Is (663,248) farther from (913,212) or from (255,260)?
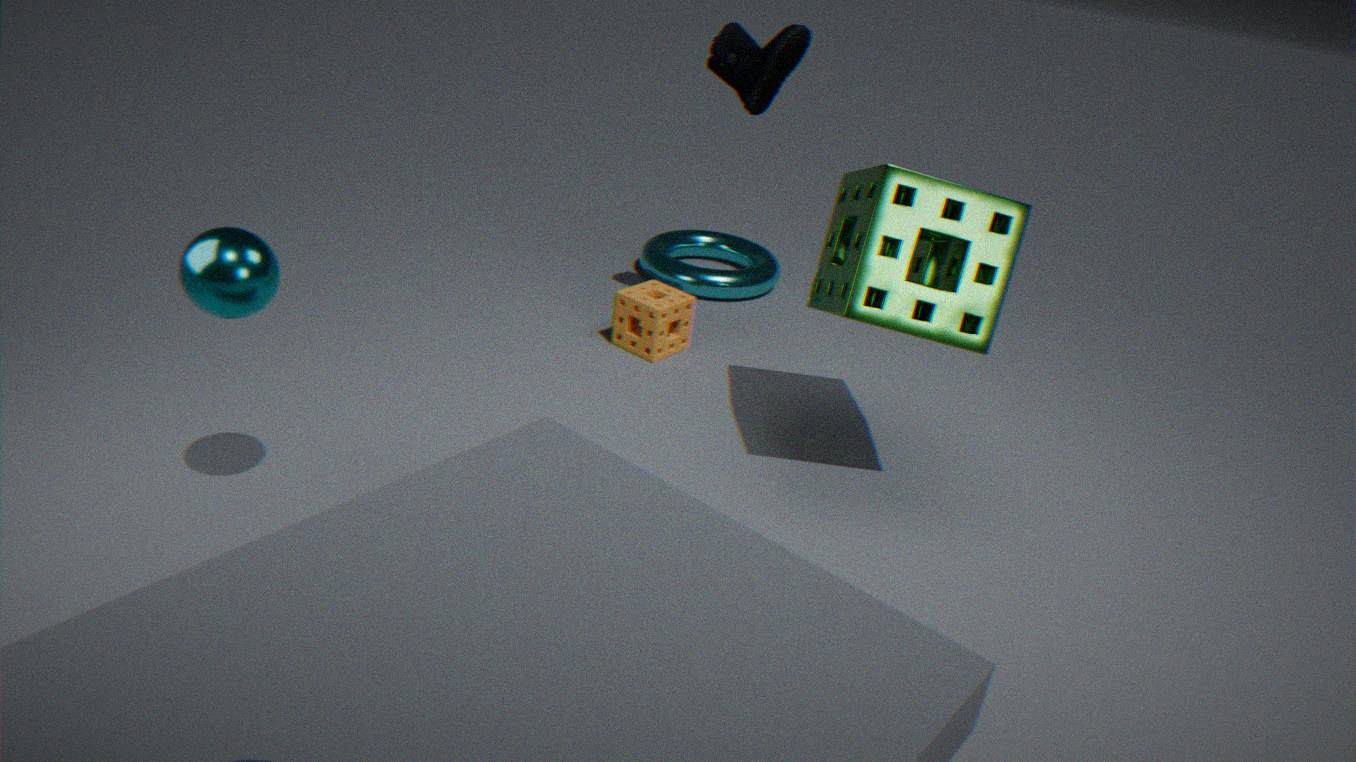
(255,260)
